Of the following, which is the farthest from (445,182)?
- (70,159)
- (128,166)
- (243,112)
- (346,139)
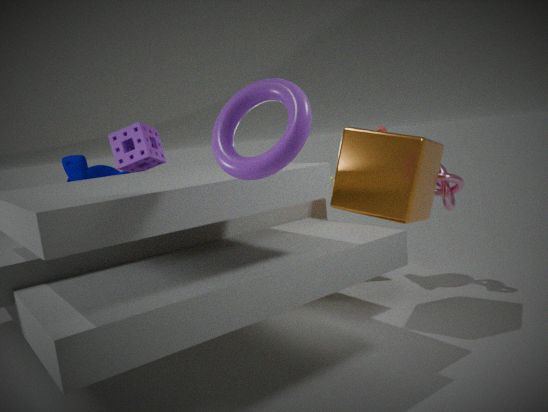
(70,159)
